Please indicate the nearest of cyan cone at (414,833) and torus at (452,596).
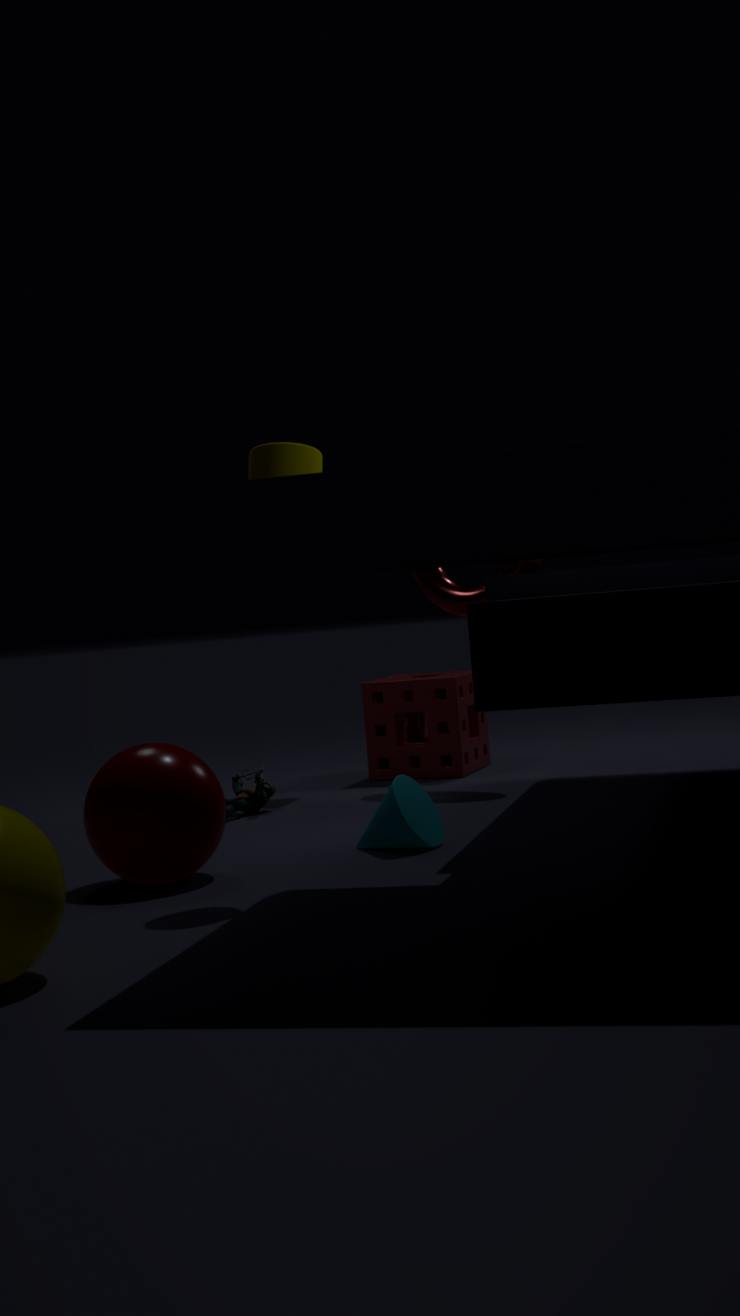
cyan cone at (414,833)
